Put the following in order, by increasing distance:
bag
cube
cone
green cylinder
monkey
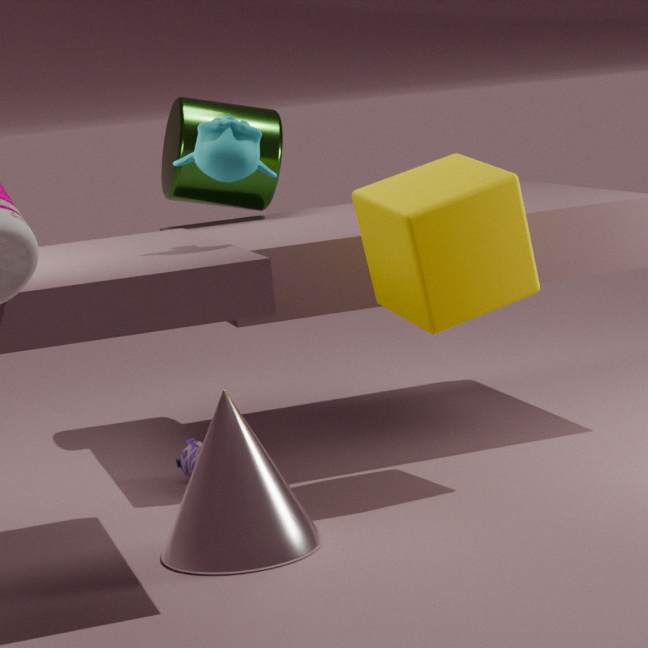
1. monkey
2. cone
3. cube
4. bag
5. green cylinder
